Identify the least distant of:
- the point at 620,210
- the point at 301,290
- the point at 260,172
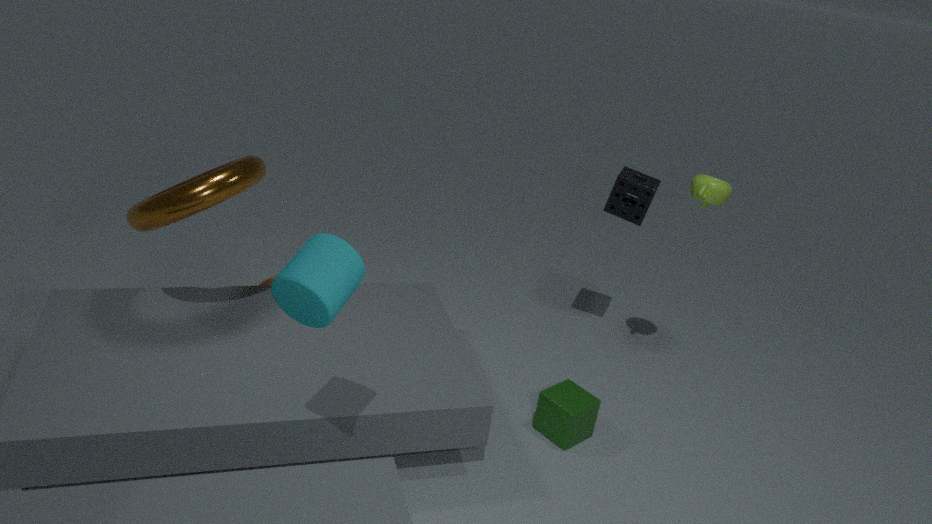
the point at 301,290
